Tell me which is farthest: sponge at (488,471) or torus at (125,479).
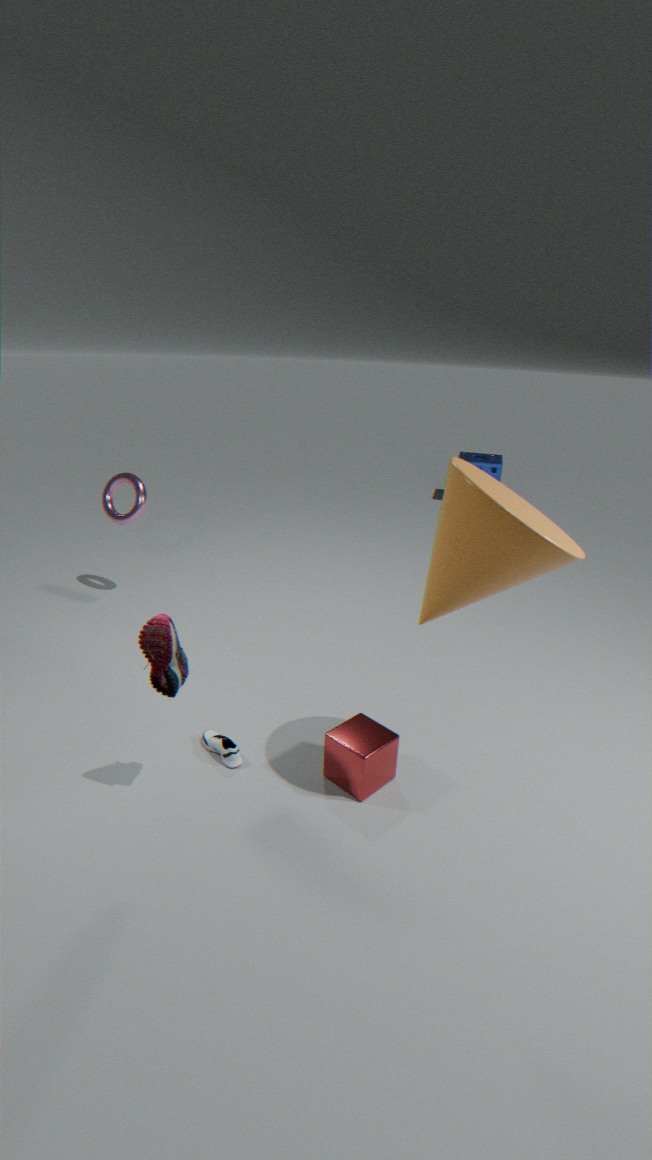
sponge at (488,471)
